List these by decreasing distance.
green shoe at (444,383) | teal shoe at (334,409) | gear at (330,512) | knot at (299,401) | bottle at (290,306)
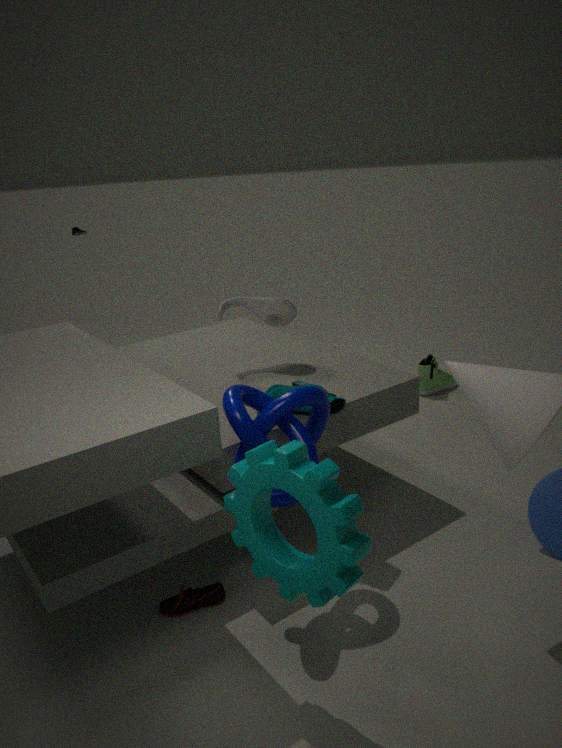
green shoe at (444,383)
bottle at (290,306)
teal shoe at (334,409)
knot at (299,401)
gear at (330,512)
